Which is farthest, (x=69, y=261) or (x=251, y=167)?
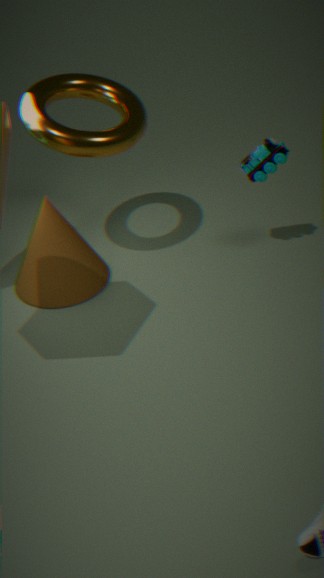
(x=69, y=261)
